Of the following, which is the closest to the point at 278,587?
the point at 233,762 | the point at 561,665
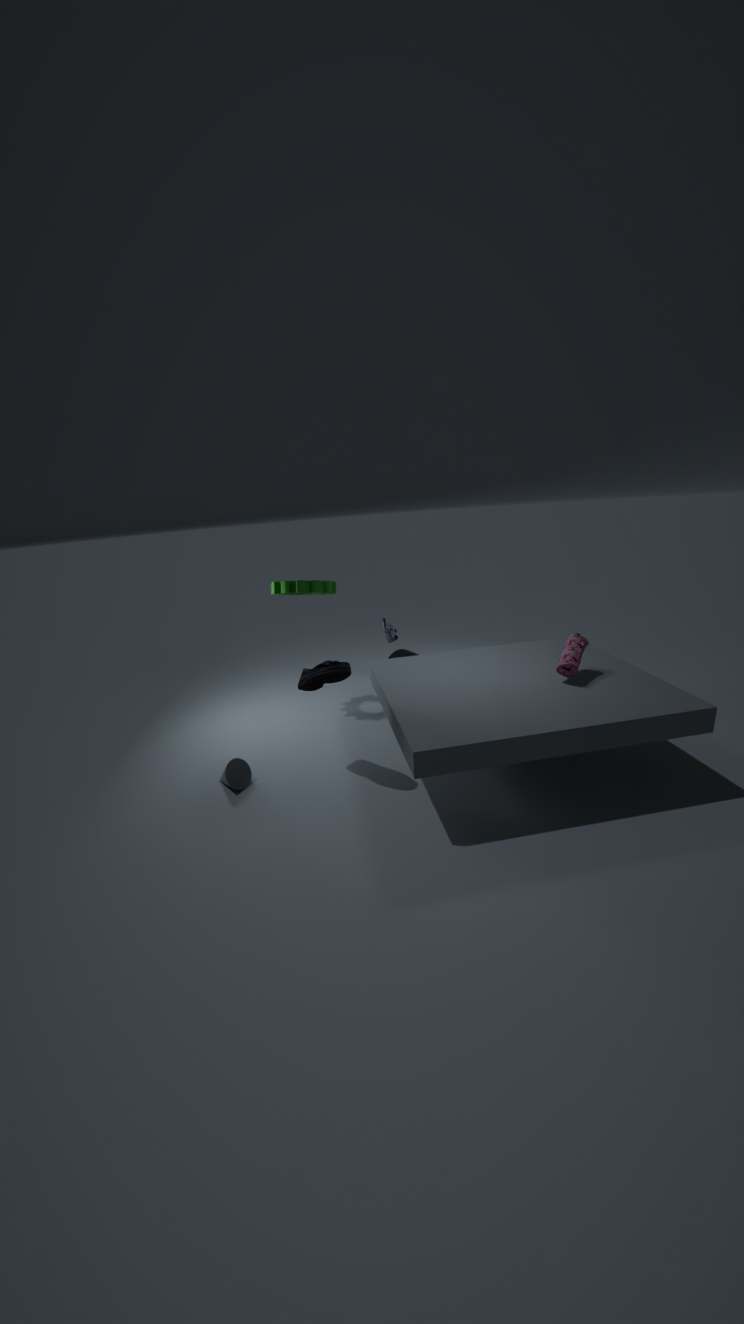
the point at 233,762
